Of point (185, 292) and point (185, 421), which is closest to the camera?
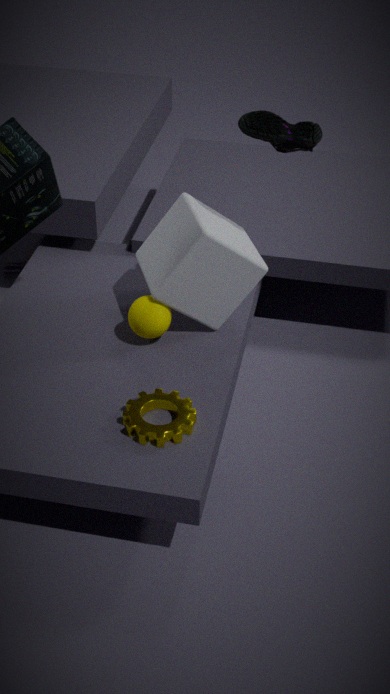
point (185, 421)
